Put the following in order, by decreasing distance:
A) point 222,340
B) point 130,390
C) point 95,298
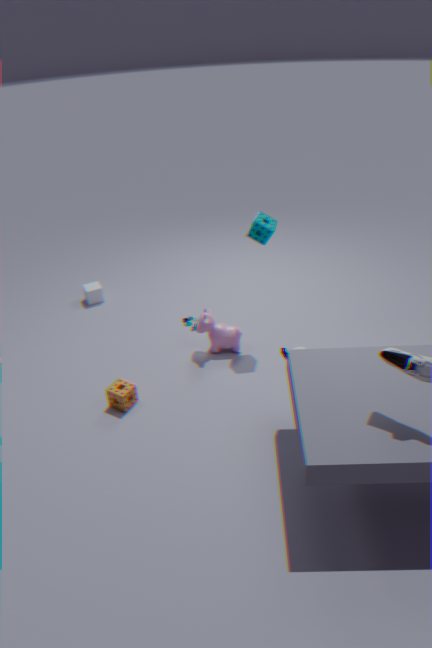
point 95,298, point 222,340, point 130,390
